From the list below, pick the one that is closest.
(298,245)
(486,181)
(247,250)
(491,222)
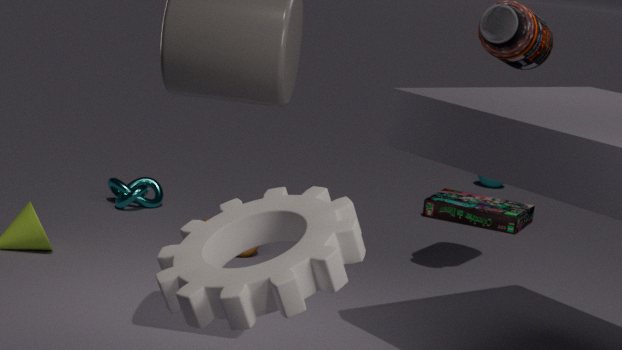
(298,245)
